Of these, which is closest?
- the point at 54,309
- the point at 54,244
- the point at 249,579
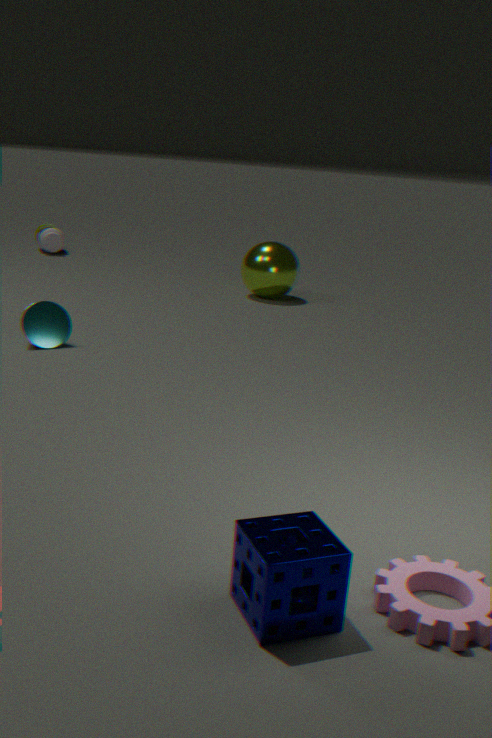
the point at 249,579
